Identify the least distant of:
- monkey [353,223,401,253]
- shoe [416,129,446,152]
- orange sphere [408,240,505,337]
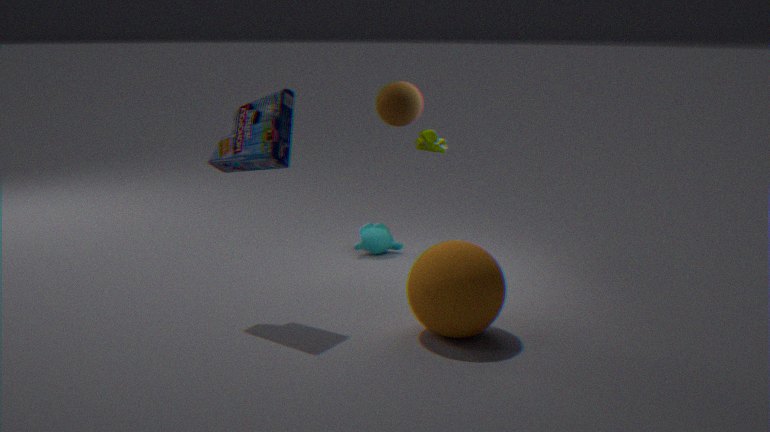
orange sphere [408,240,505,337]
